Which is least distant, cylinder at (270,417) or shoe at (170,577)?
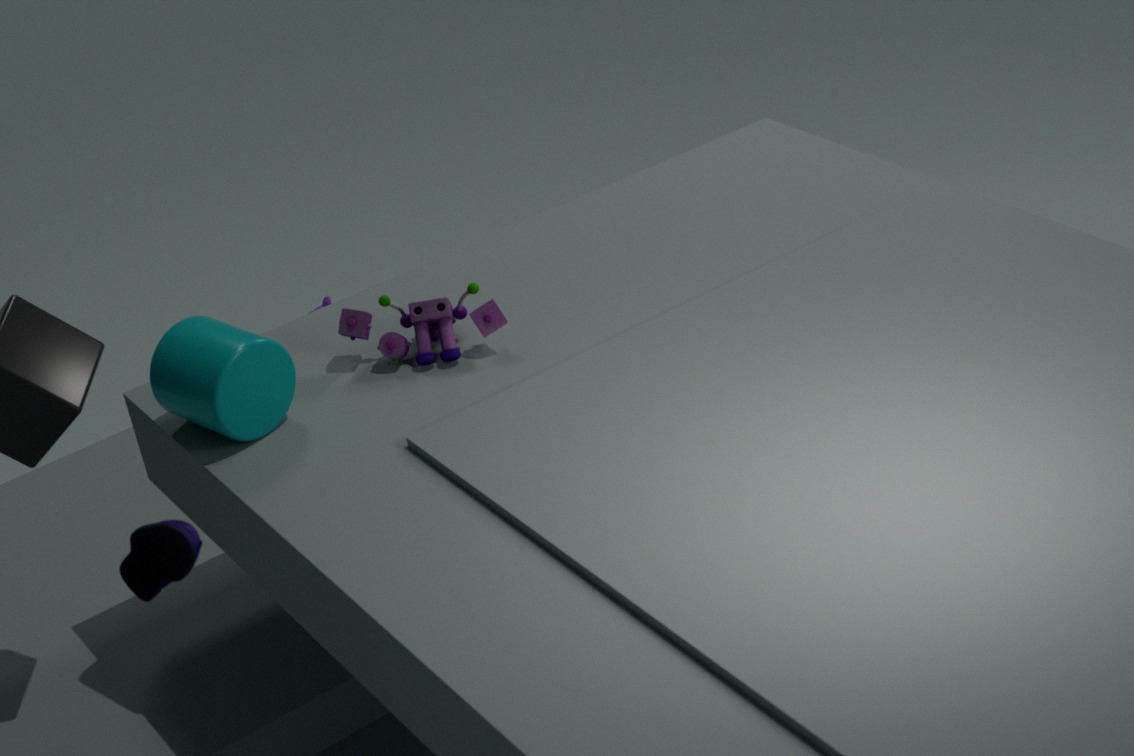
shoe at (170,577)
